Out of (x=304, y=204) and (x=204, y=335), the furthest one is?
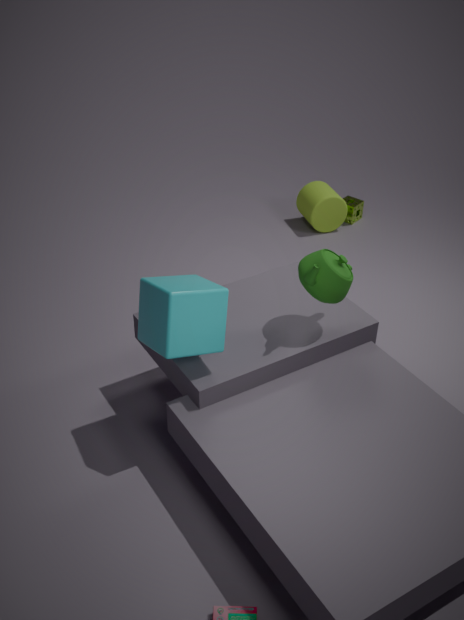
(x=304, y=204)
